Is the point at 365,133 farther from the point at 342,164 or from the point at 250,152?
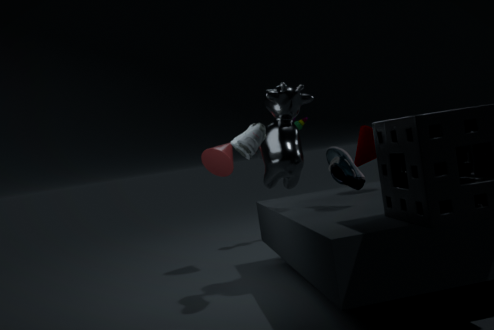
the point at 250,152
